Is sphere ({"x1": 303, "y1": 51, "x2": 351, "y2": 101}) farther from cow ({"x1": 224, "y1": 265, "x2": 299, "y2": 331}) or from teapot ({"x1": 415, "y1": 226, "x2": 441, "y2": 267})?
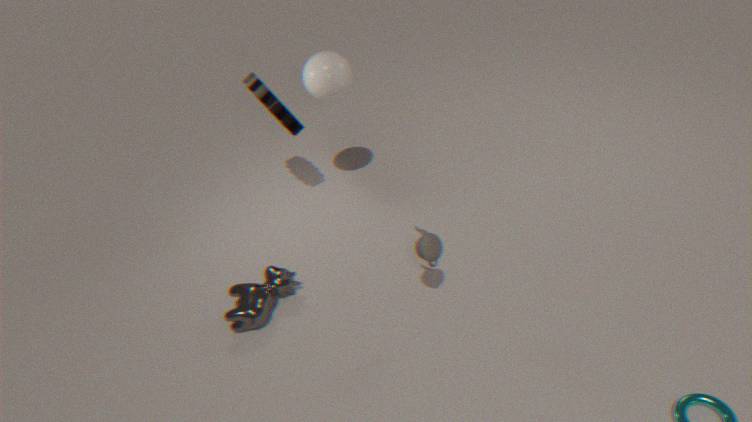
teapot ({"x1": 415, "y1": 226, "x2": 441, "y2": 267})
